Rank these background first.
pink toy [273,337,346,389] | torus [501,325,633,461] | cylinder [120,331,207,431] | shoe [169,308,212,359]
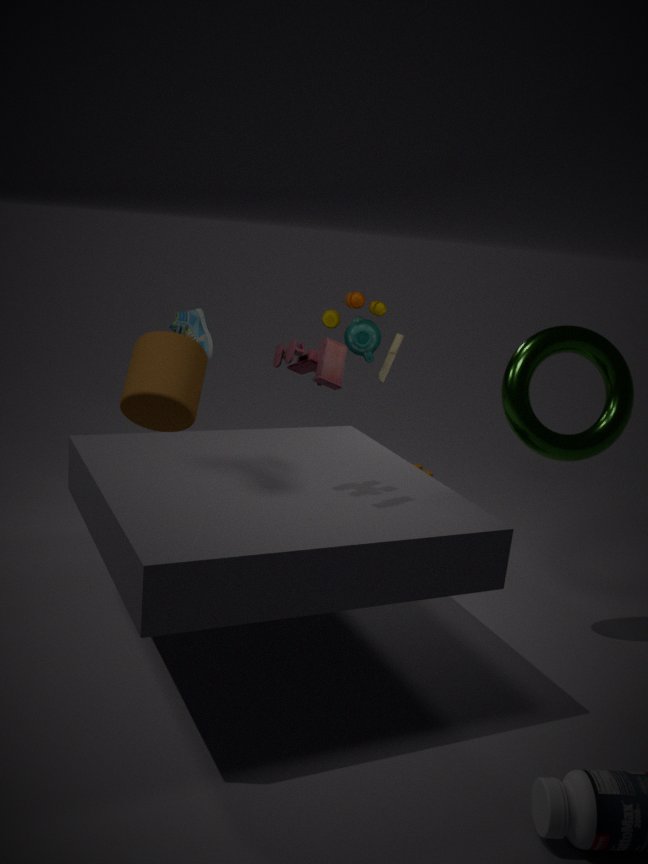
shoe [169,308,212,359], cylinder [120,331,207,431], torus [501,325,633,461], pink toy [273,337,346,389]
